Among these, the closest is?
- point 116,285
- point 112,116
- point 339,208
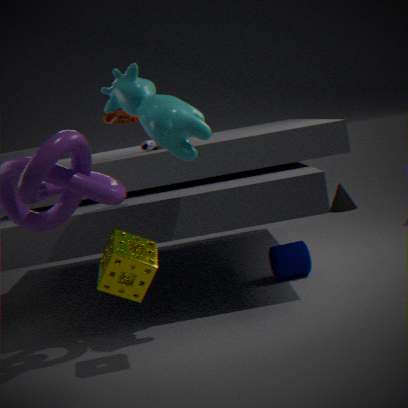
point 116,285
